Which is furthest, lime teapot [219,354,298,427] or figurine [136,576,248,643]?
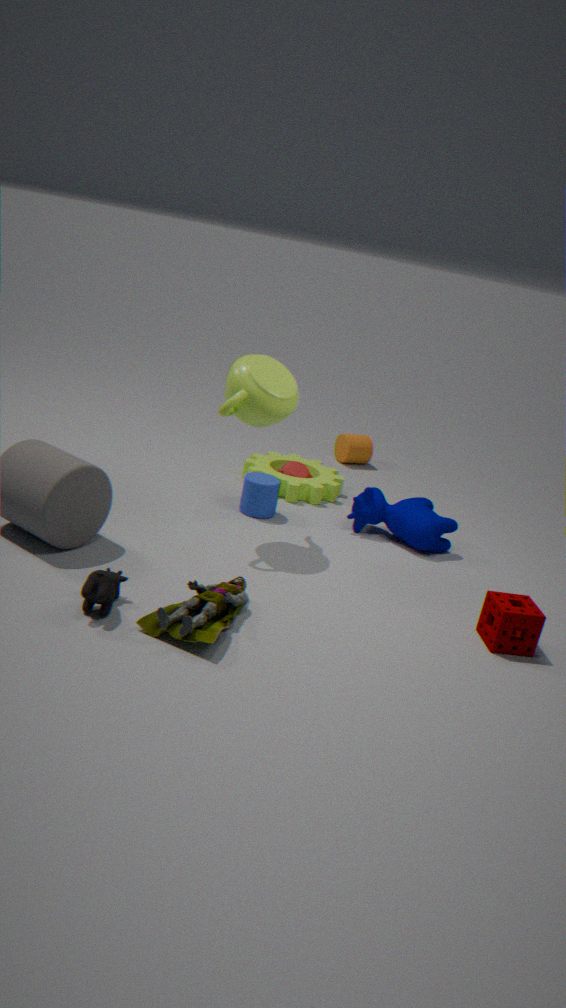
lime teapot [219,354,298,427]
